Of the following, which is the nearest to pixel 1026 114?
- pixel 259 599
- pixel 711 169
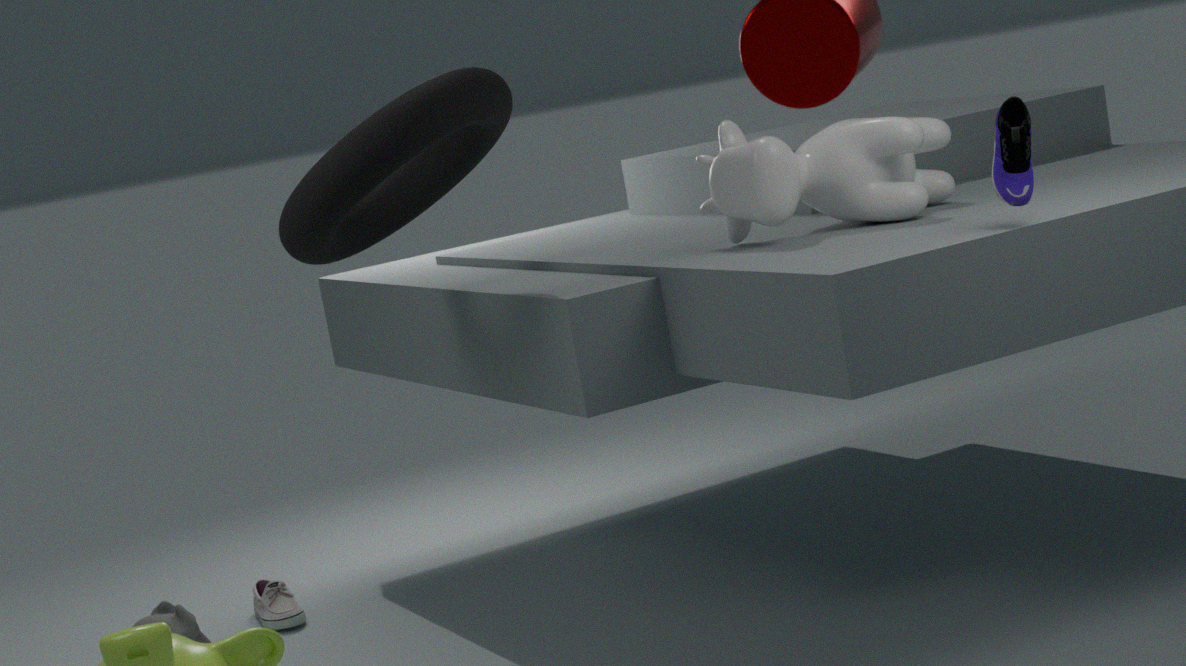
pixel 711 169
